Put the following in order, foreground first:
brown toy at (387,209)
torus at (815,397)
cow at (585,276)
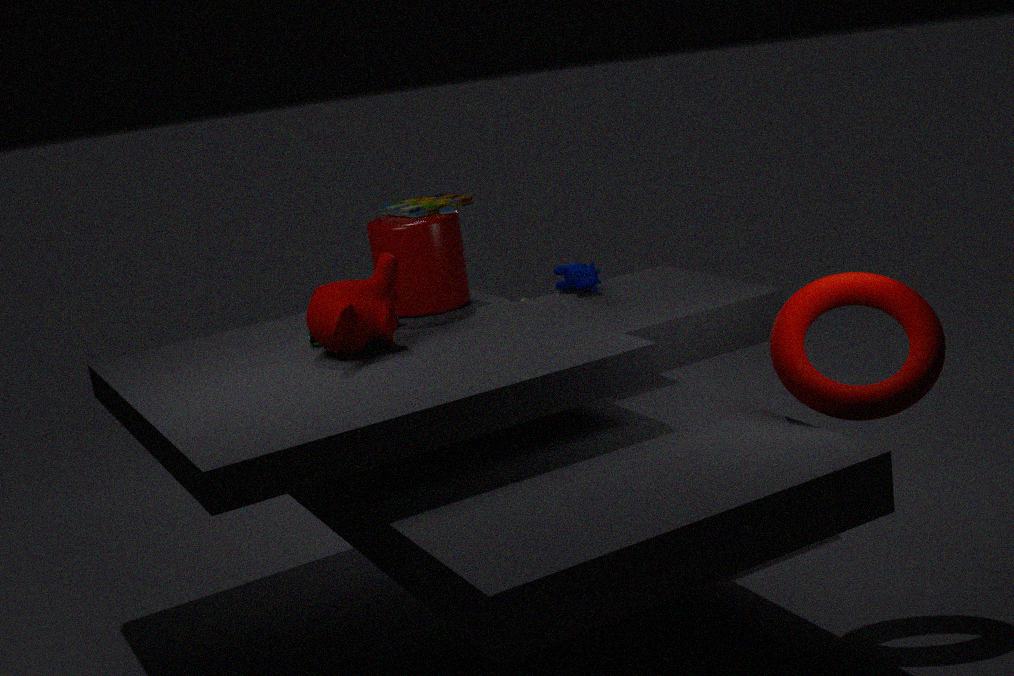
torus at (815,397)
brown toy at (387,209)
cow at (585,276)
